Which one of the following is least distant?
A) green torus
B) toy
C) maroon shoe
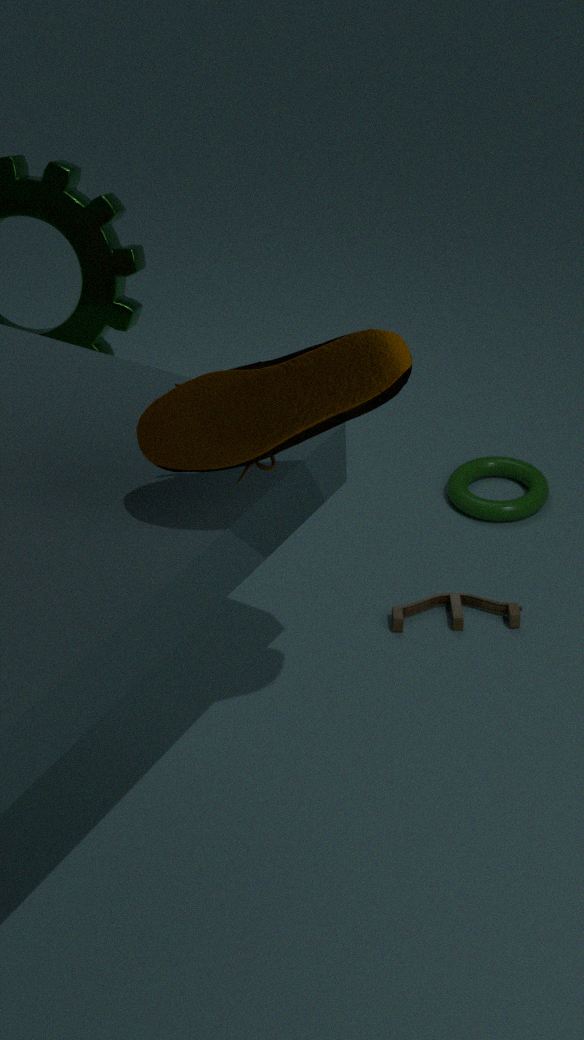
maroon shoe
